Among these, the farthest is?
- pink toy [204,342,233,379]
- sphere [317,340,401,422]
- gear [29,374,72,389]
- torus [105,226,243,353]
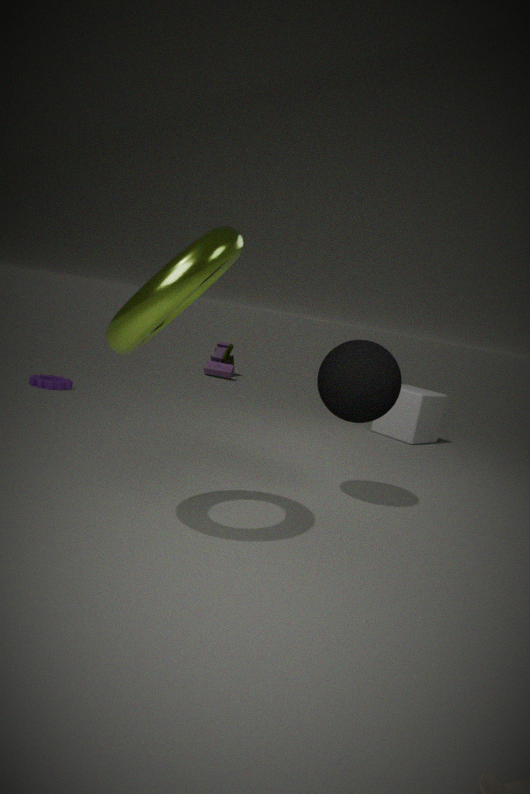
pink toy [204,342,233,379]
